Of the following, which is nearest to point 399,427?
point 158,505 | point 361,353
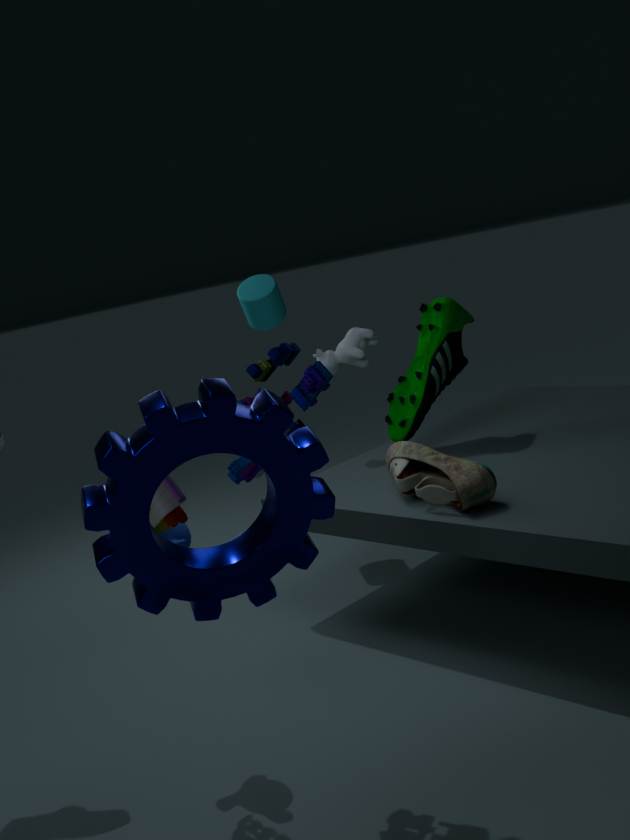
point 361,353
